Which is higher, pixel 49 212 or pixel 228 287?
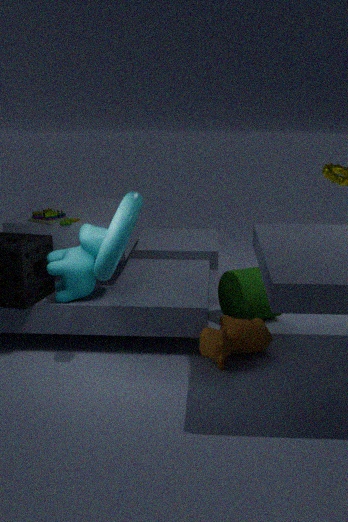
pixel 49 212
